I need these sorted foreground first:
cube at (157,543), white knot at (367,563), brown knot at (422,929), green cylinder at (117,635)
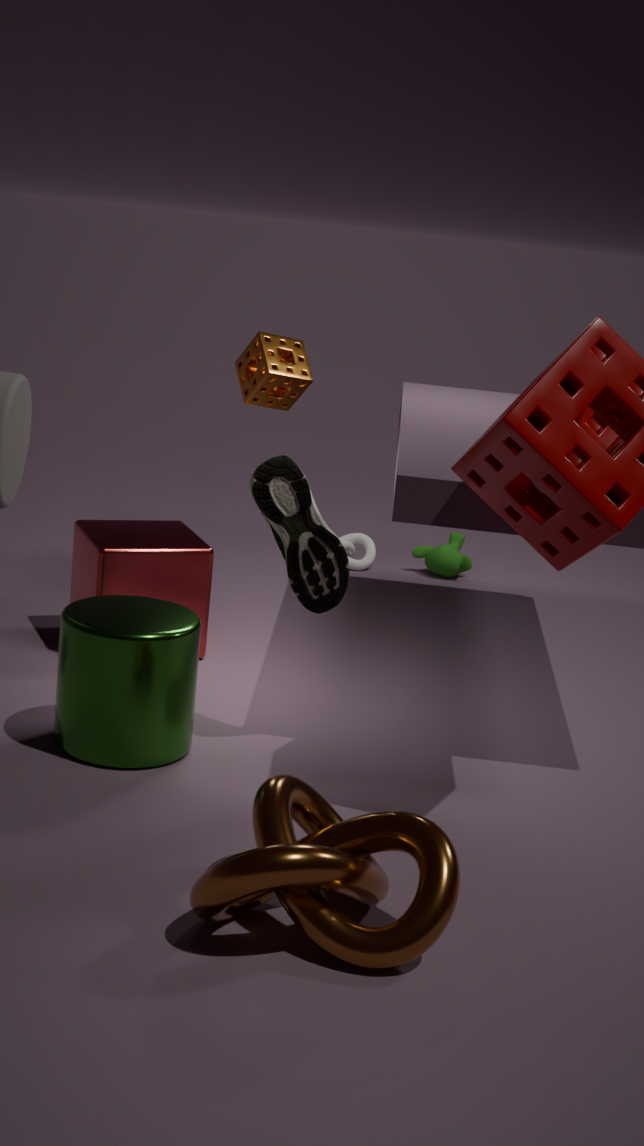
brown knot at (422,929)
green cylinder at (117,635)
cube at (157,543)
white knot at (367,563)
